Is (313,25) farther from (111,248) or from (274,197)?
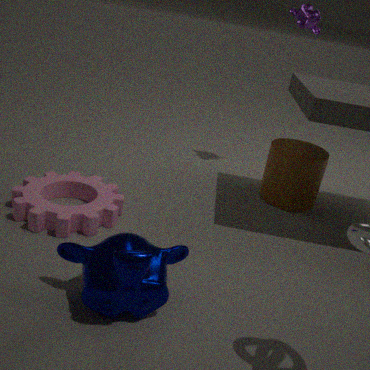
(111,248)
